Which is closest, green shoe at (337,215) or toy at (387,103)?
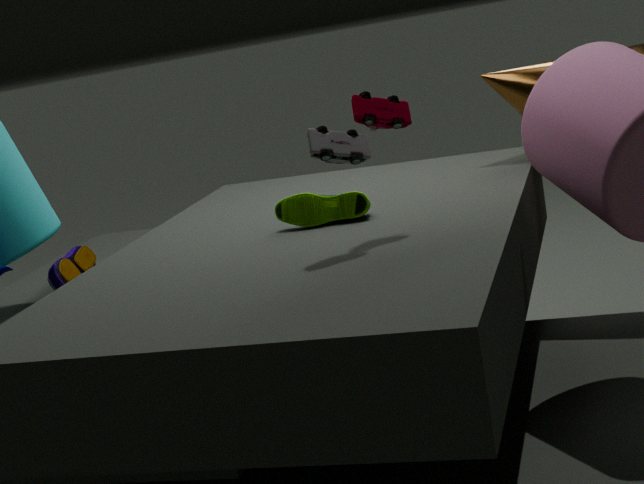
toy at (387,103)
